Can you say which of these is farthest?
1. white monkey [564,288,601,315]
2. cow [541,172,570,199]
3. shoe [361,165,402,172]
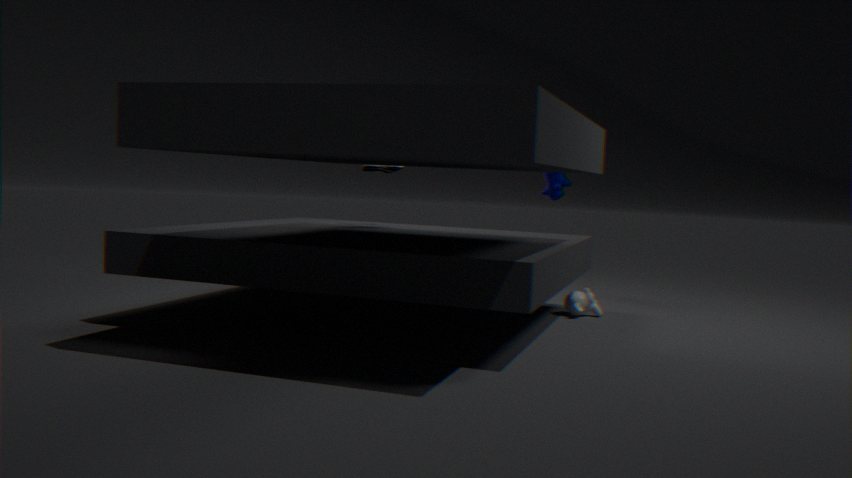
cow [541,172,570,199]
